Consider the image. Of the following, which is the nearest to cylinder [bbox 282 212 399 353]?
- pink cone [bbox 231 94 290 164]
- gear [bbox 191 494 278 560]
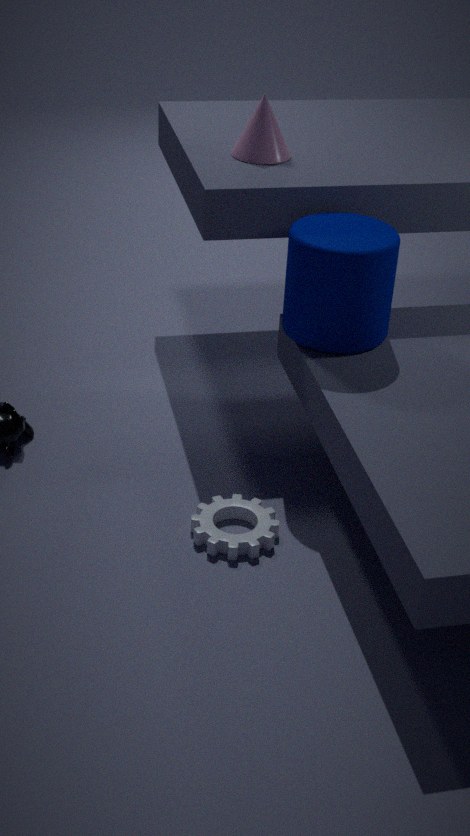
pink cone [bbox 231 94 290 164]
